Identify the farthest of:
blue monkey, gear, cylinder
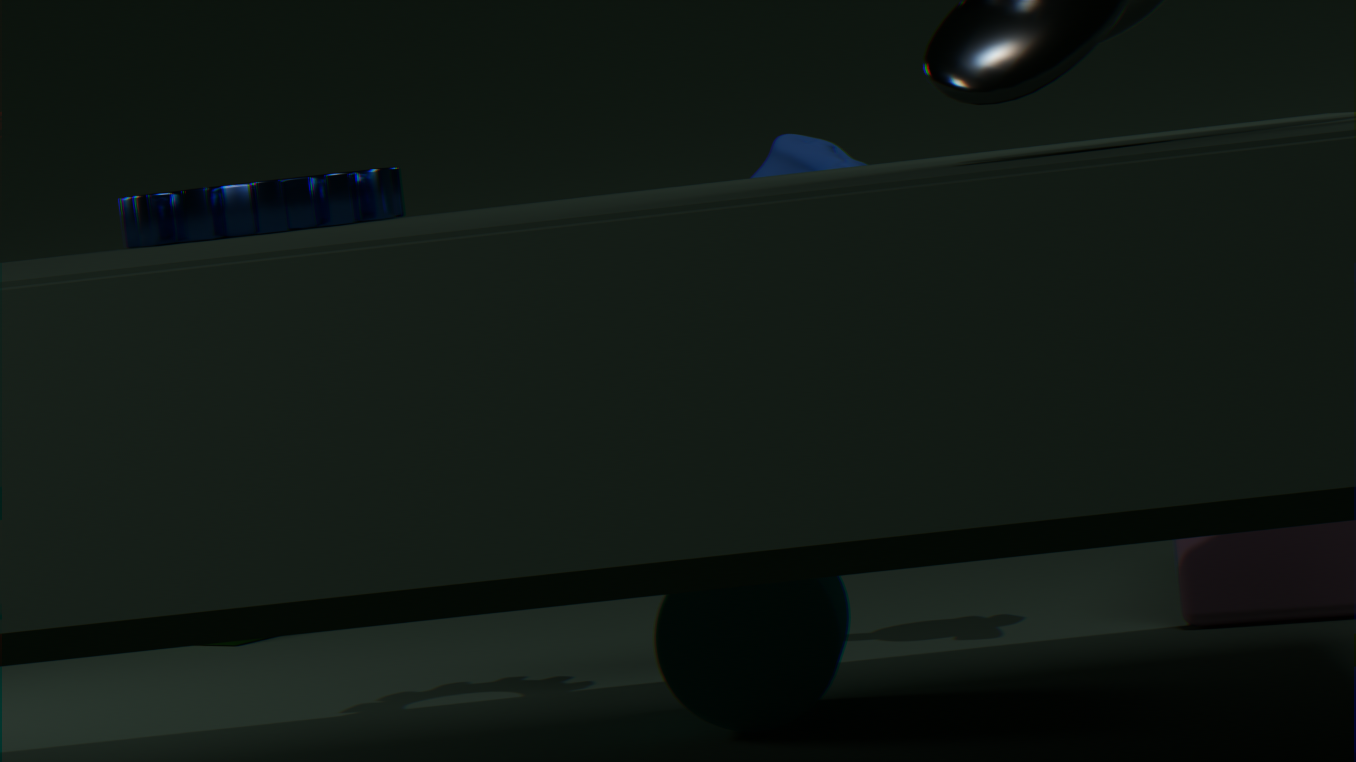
blue monkey
